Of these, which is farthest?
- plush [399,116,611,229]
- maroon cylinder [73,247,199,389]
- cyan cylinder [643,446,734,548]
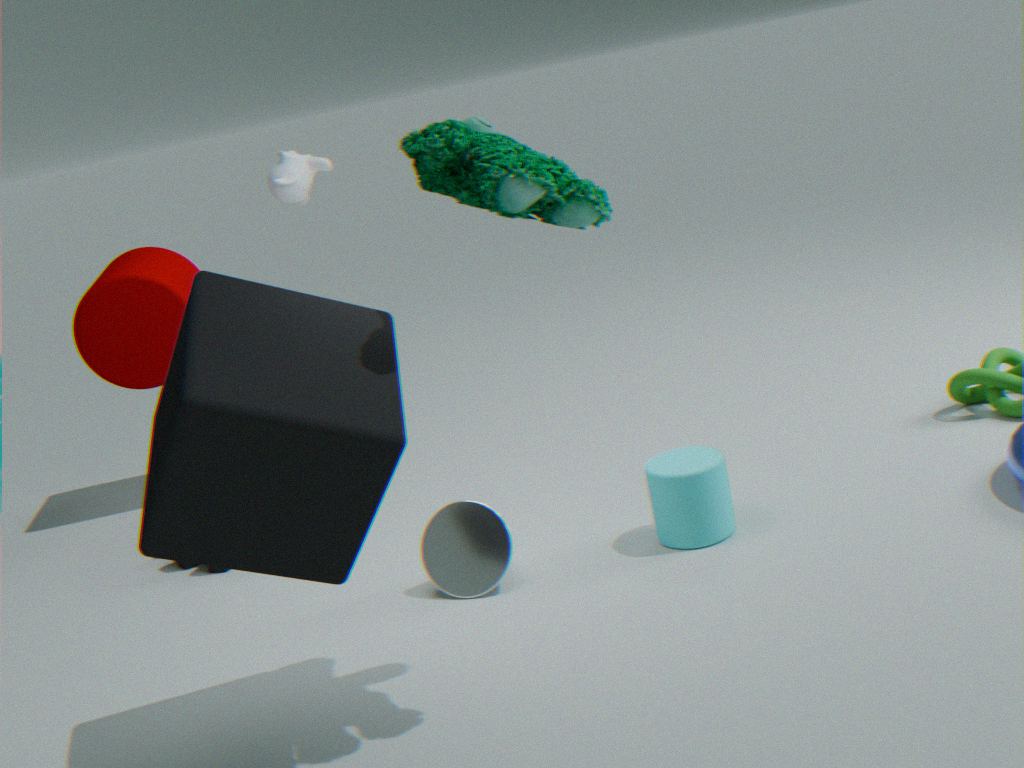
maroon cylinder [73,247,199,389]
